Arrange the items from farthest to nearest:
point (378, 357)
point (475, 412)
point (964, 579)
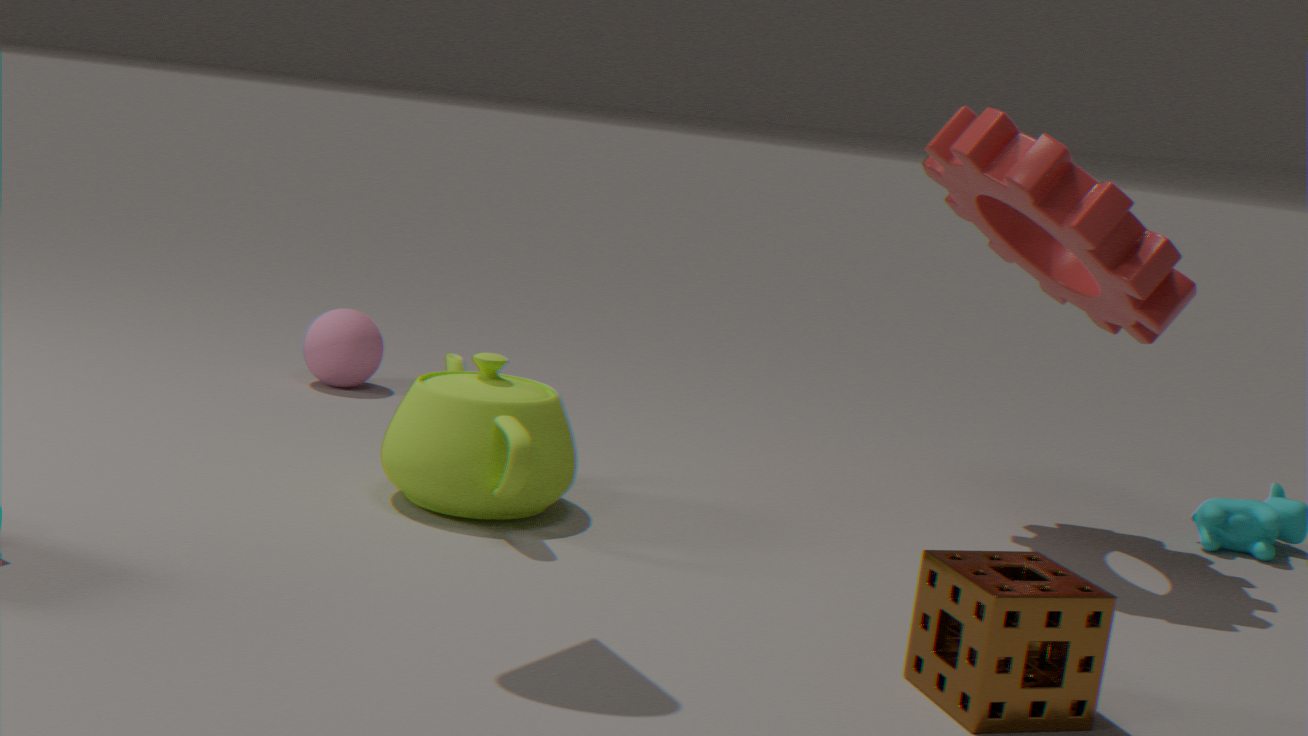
1. point (378, 357)
2. point (475, 412)
3. point (964, 579)
